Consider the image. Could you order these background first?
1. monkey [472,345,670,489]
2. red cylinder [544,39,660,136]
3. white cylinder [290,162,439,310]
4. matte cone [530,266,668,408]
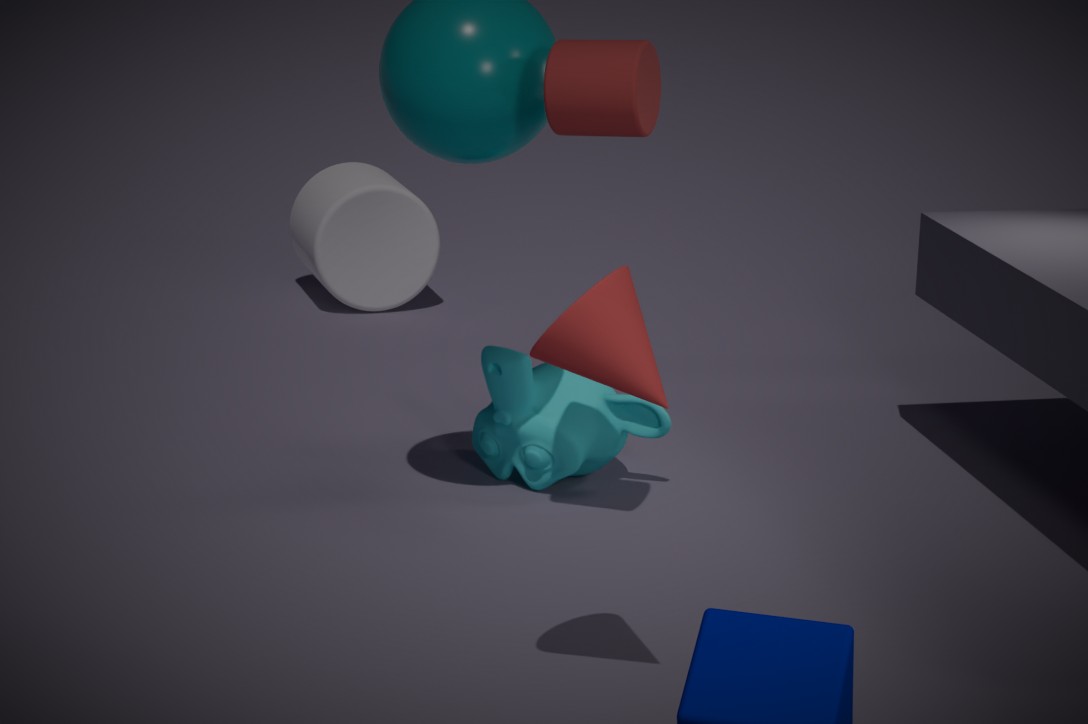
white cylinder [290,162,439,310]
monkey [472,345,670,489]
red cylinder [544,39,660,136]
matte cone [530,266,668,408]
